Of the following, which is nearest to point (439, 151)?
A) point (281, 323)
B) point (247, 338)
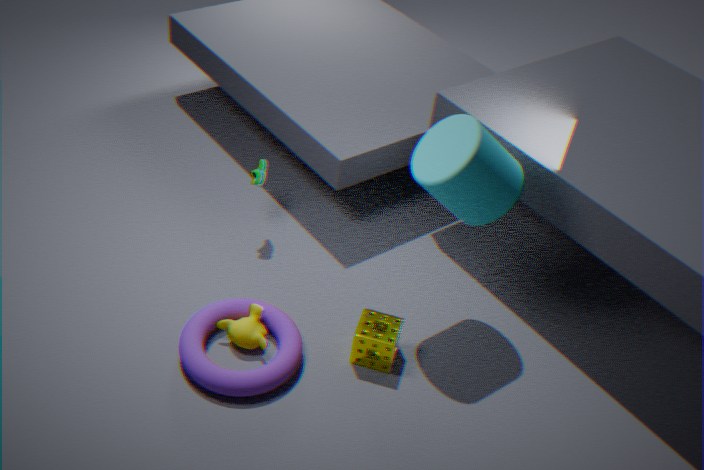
point (247, 338)
